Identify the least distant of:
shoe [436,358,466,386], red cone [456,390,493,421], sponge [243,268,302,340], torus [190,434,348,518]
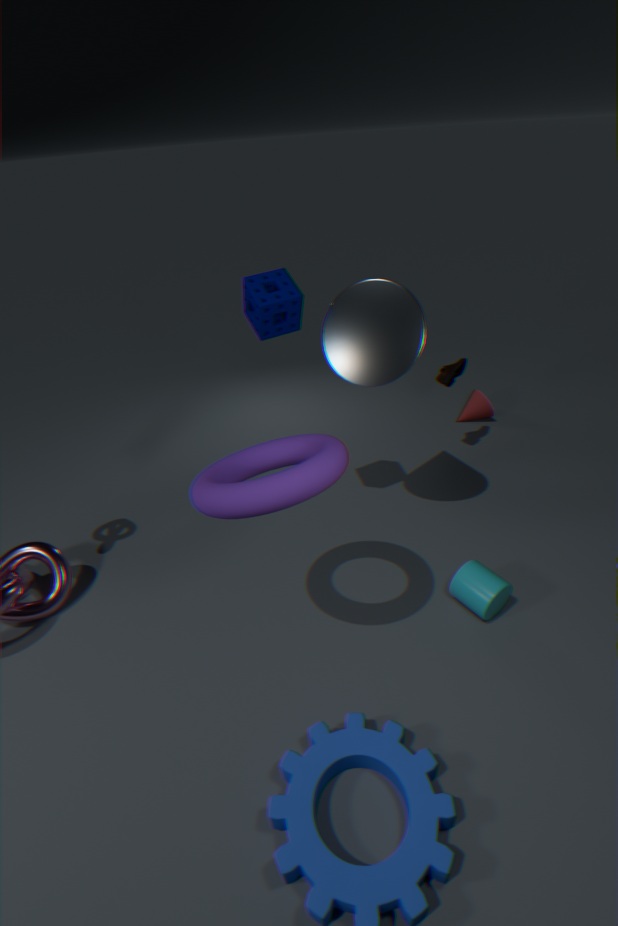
torus [190,434,348,518]
